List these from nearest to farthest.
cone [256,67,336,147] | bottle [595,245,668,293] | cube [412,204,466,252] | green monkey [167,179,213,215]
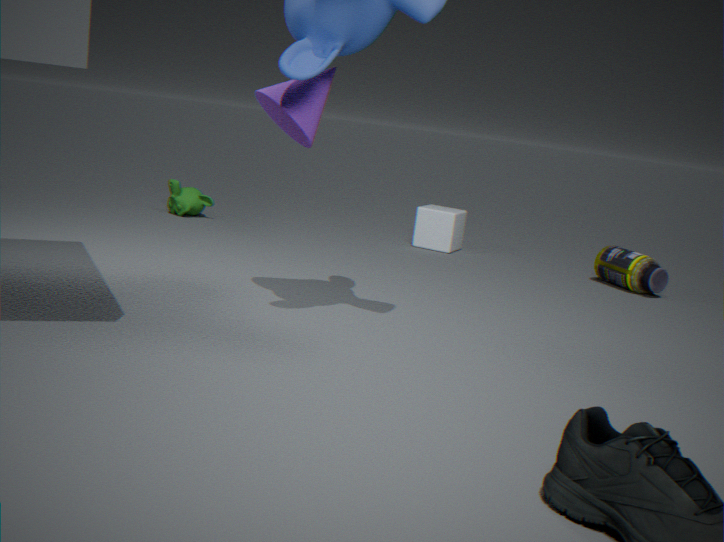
cone [256,67,336,147] < bottle [595,245,668,293] < cube [412,204,466,252] < green monkey [167,179,213,215]
